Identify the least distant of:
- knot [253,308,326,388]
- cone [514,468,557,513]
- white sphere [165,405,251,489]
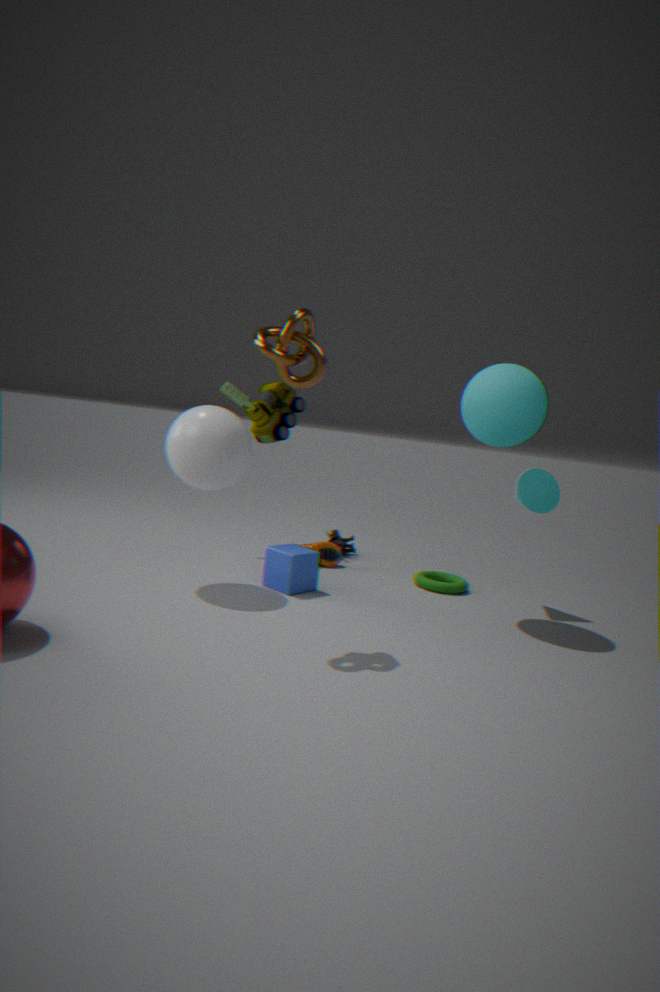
knot [253,308,326,388]
